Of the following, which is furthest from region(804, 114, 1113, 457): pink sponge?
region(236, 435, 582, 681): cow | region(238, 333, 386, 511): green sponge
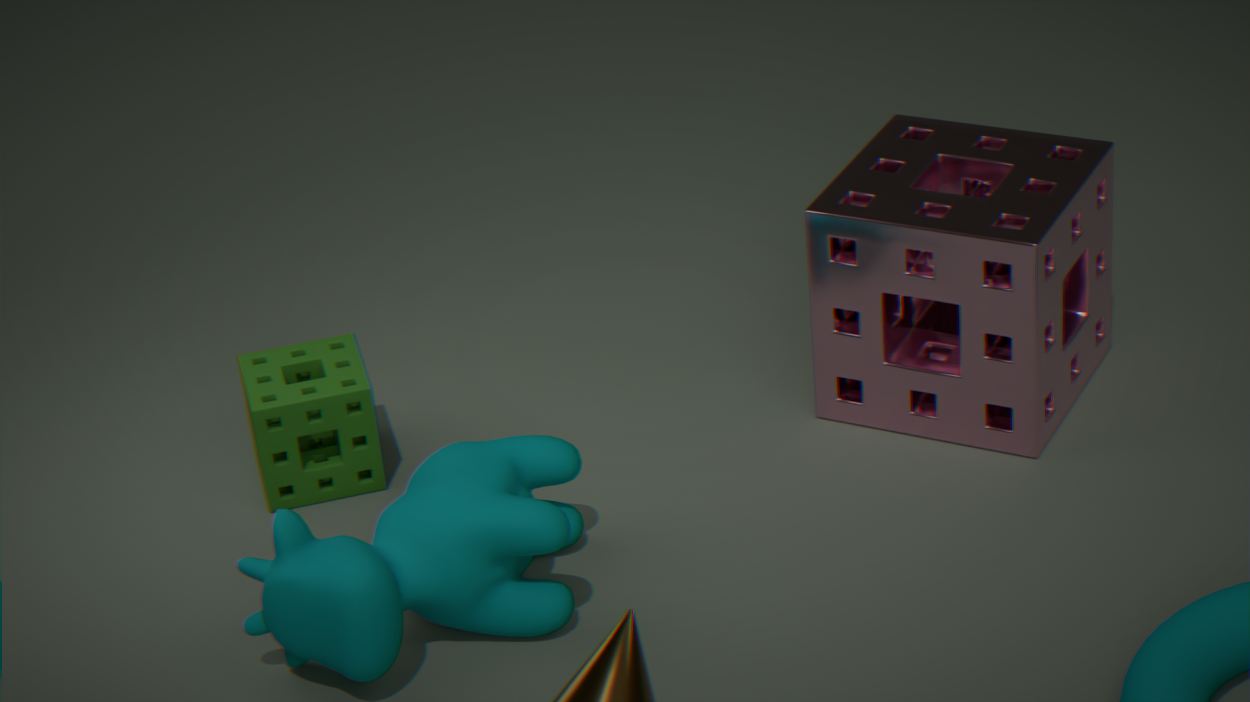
region(238, 333, 386, 511): green sponge
